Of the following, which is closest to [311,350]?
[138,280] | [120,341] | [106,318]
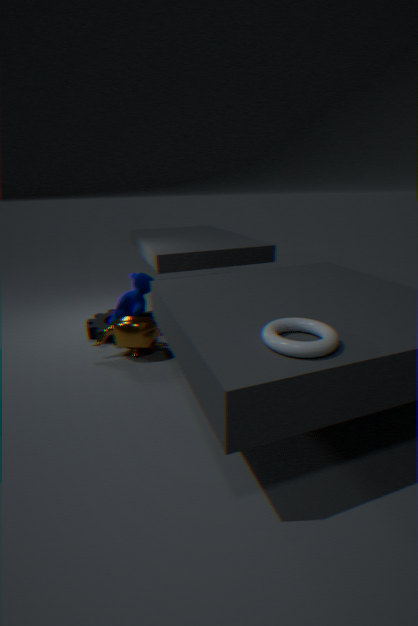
[120,341]
